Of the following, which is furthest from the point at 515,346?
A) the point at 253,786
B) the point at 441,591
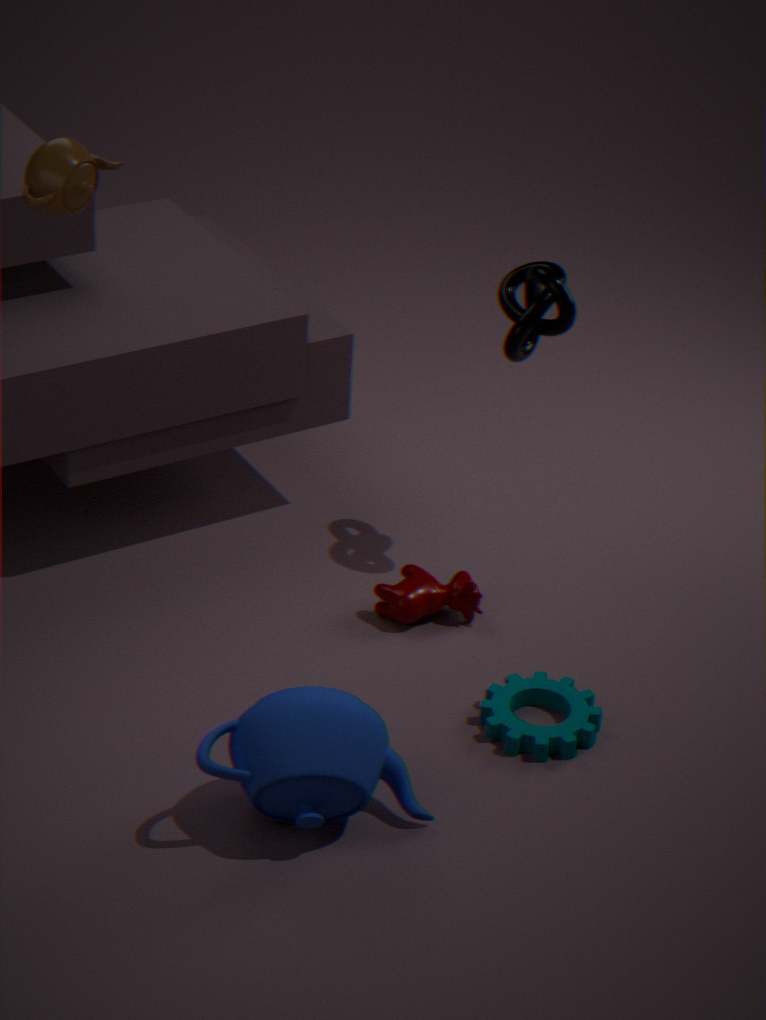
the point at 253,786
